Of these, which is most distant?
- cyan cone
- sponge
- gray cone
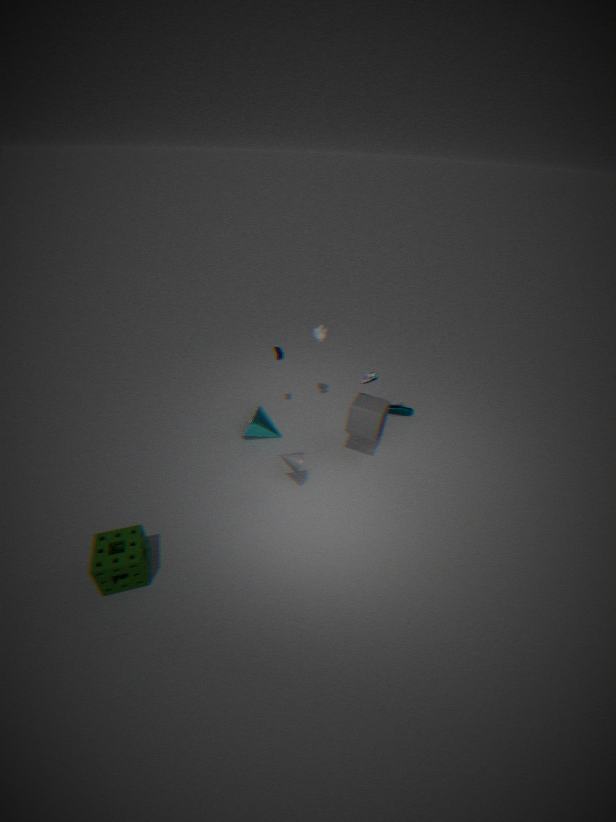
cyan cone
